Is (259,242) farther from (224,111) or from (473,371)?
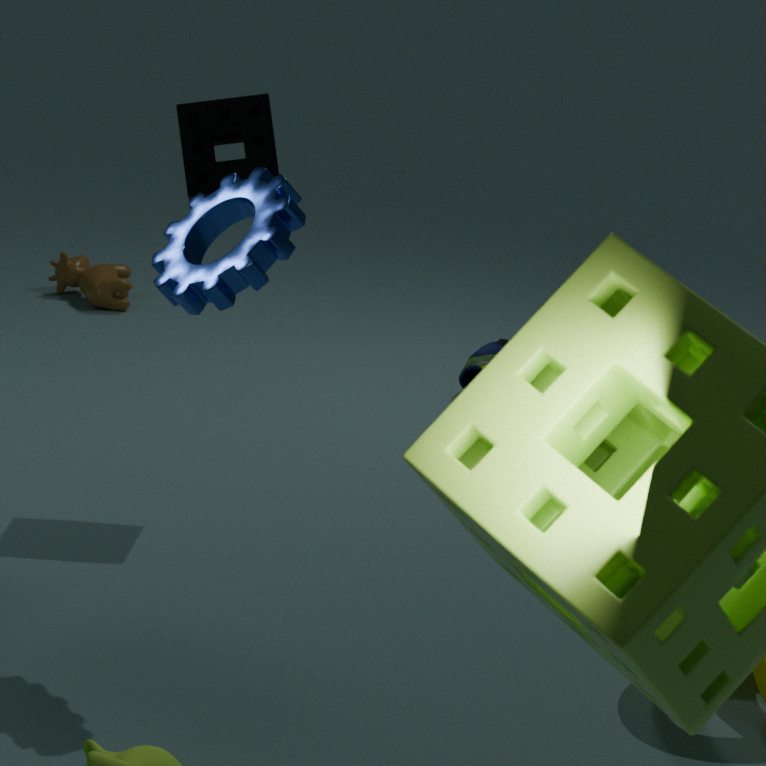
(473,371)
